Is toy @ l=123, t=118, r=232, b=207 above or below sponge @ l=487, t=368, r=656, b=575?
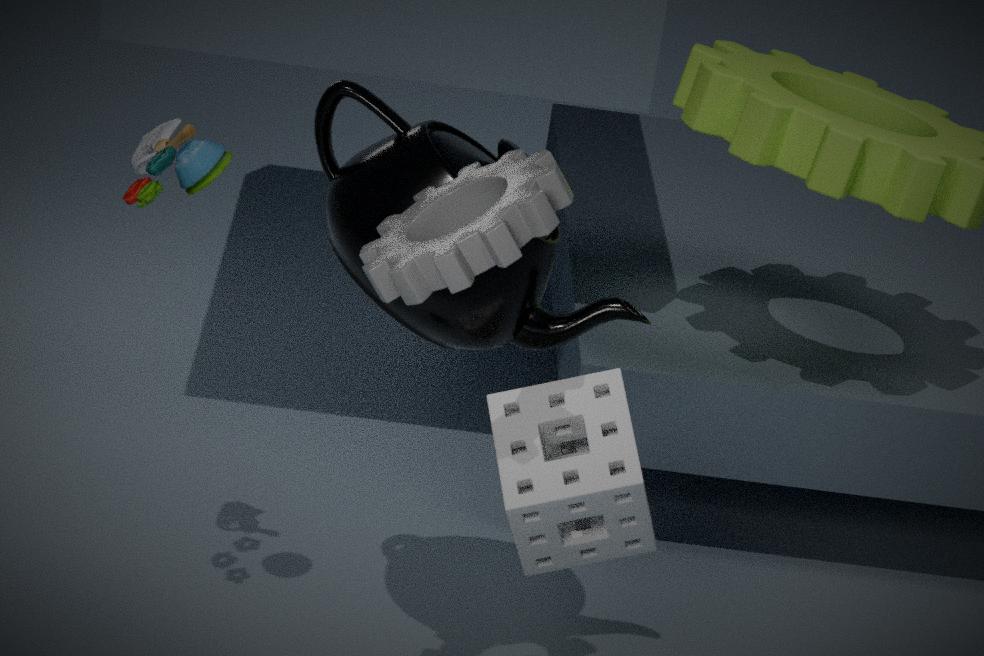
above
